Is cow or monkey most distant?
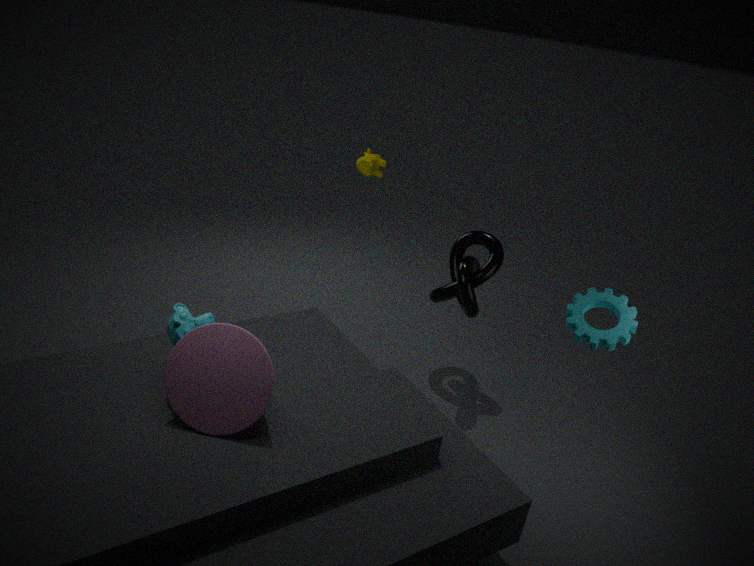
cow
